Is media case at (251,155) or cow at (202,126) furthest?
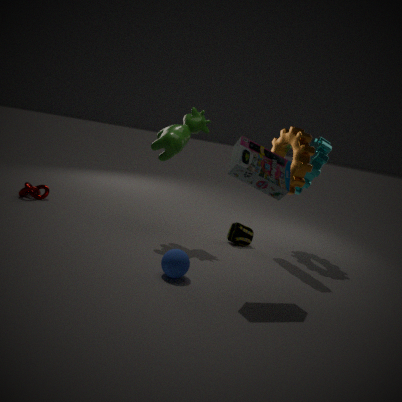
cow at (202,126)
